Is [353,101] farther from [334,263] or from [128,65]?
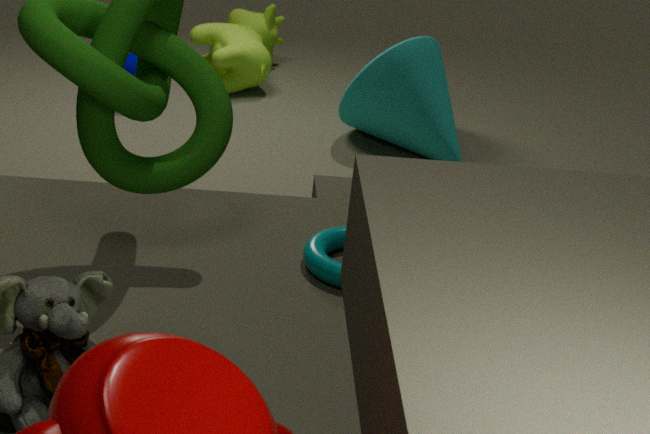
[334,263]
